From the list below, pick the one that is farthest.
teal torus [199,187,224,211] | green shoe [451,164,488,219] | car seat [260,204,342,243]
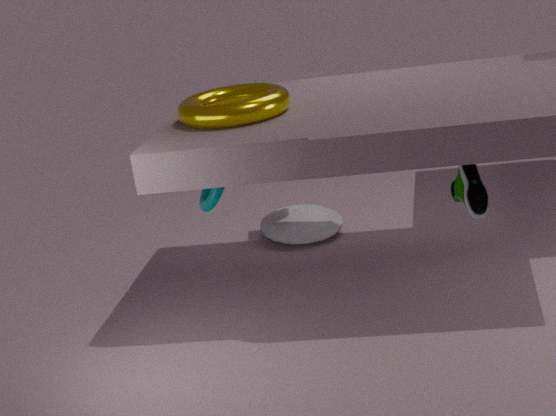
car seat [260,204,342,243]
